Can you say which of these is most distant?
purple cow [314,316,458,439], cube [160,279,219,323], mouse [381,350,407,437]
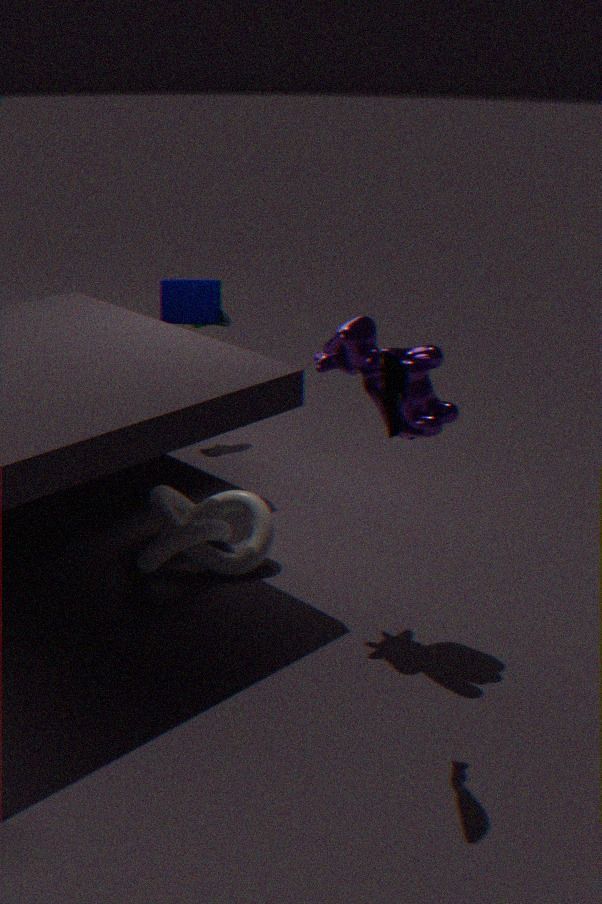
cube [160,279,219,323]
